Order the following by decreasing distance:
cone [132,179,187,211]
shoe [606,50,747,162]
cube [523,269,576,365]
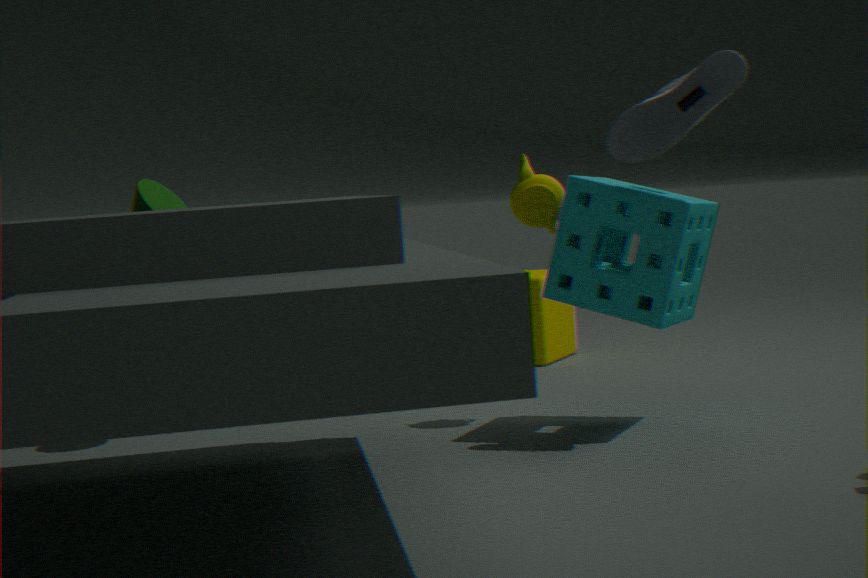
cube [523,269,576,365]
cone [132,179,187,211]
shoe [606,50,747,162]
